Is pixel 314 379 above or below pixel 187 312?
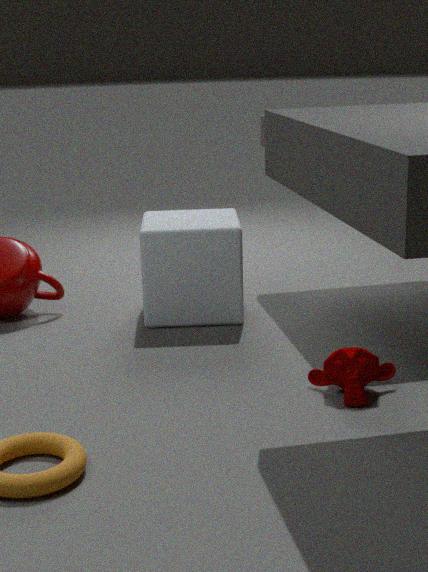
below
